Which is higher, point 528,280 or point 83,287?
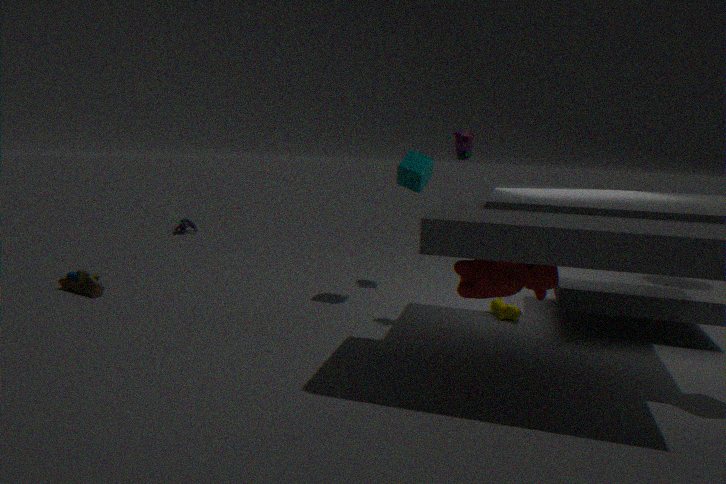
point 528,280
